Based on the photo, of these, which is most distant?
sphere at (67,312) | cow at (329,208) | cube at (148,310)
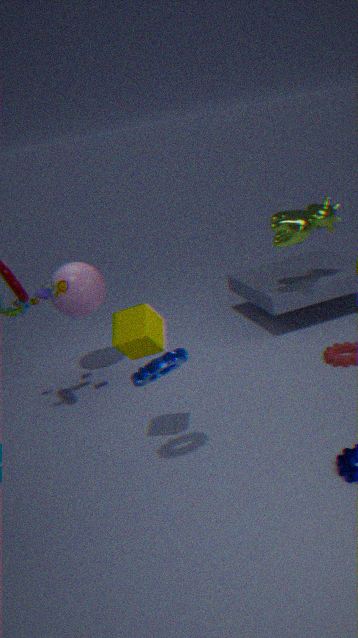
sphere at (67,312)
